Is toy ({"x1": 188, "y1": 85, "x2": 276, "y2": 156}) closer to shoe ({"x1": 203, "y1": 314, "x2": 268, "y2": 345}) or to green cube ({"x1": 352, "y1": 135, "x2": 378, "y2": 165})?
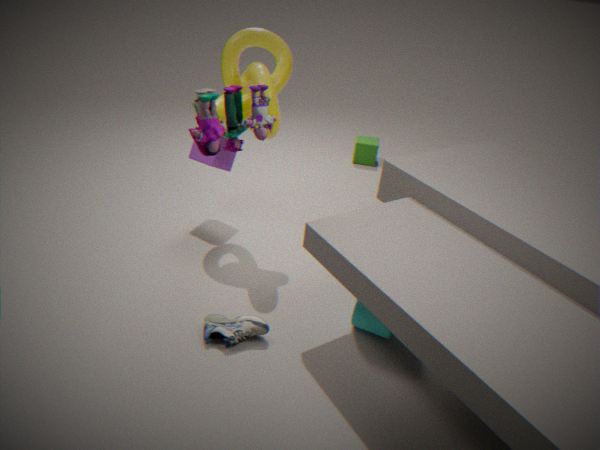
shoe ({"x1": 203, "y1": 314, "x2": 268, "y2": 345})
